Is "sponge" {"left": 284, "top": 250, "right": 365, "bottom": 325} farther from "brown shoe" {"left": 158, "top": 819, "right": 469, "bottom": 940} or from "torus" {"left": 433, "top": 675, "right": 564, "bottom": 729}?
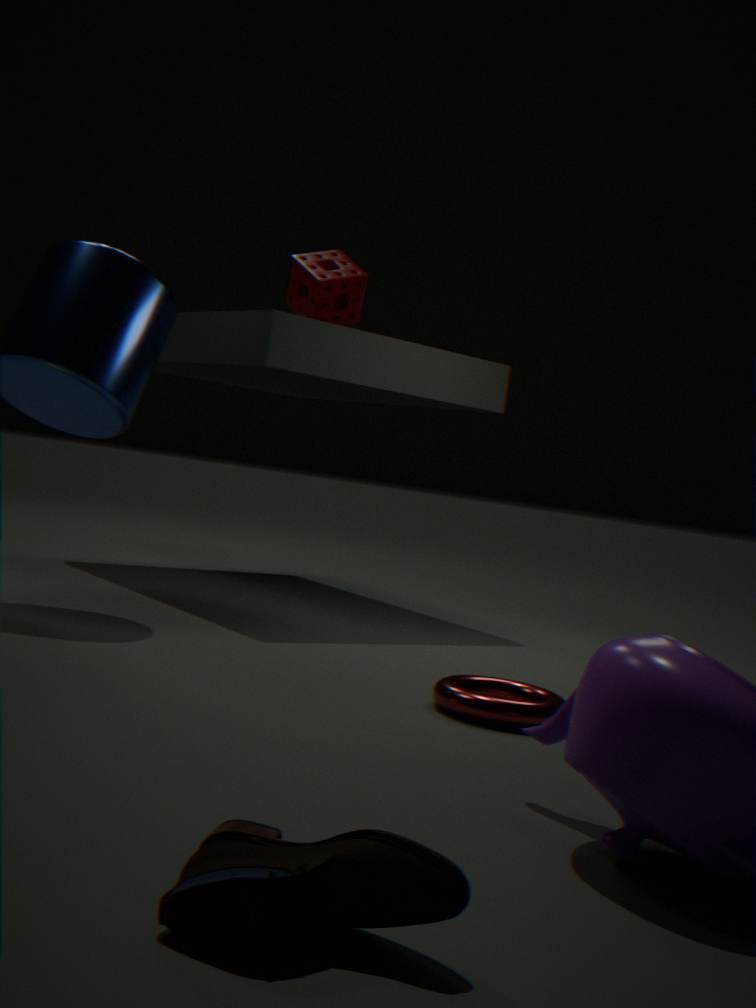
"brown shoe" {"left": 158, "top": 819, "right": 469, "bottom": 940}
